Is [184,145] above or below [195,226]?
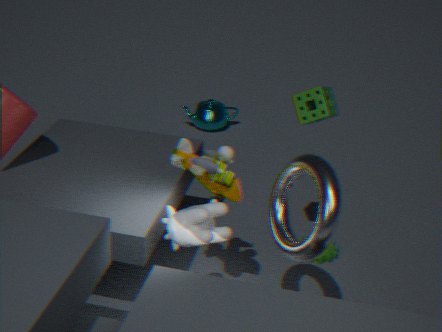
above
